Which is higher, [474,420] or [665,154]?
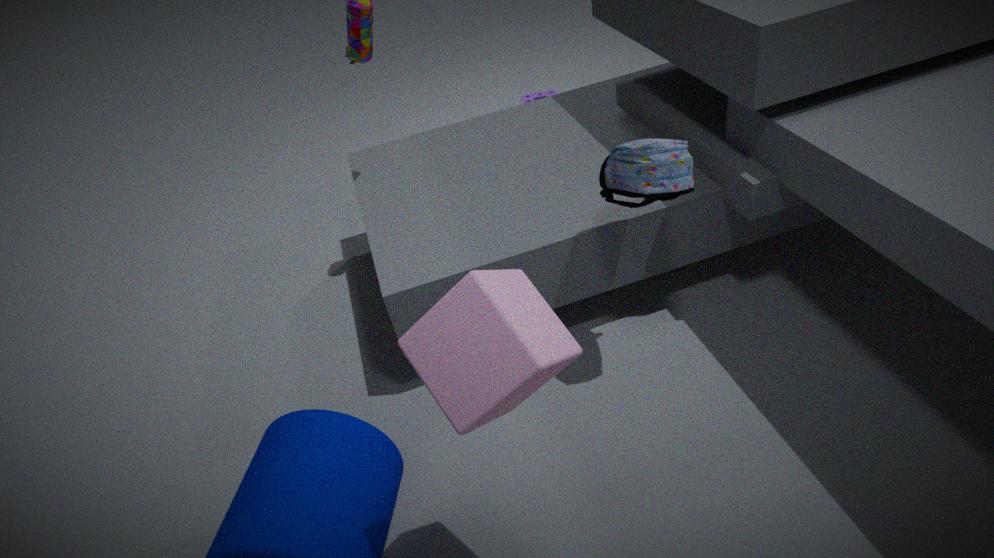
[474,420]
